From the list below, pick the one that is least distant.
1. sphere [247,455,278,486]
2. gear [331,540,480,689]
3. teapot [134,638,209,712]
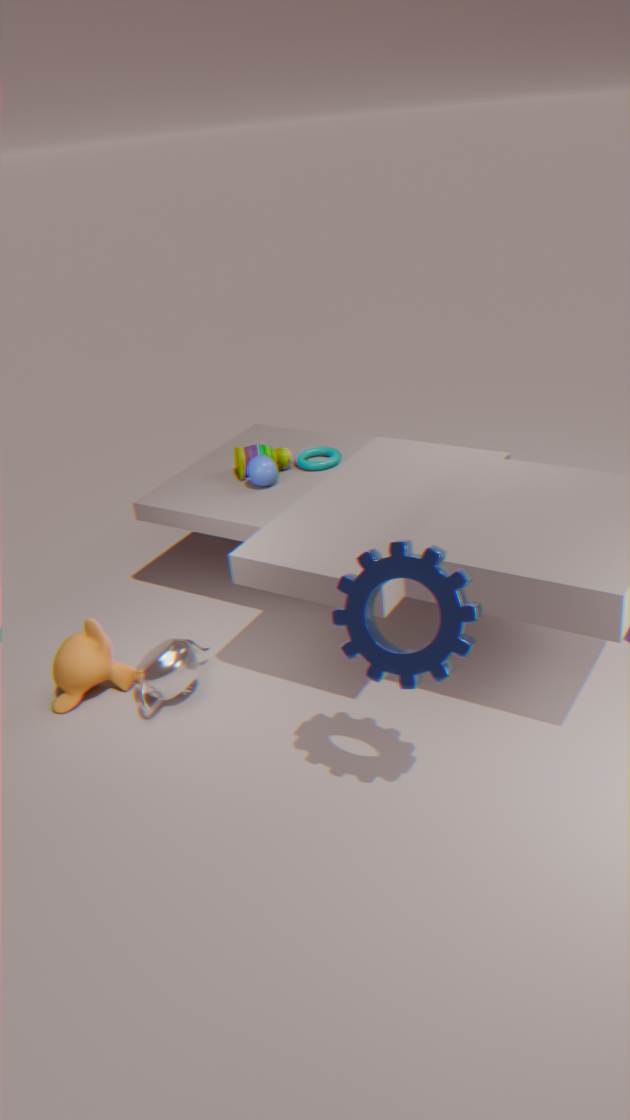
gear [331,540,480,689]
